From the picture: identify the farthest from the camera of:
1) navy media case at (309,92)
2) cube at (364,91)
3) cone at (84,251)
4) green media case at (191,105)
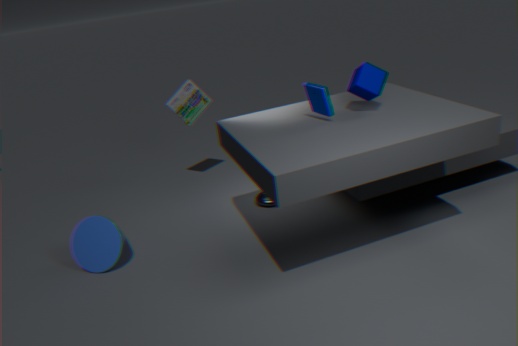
4. green media case at (191,105)
